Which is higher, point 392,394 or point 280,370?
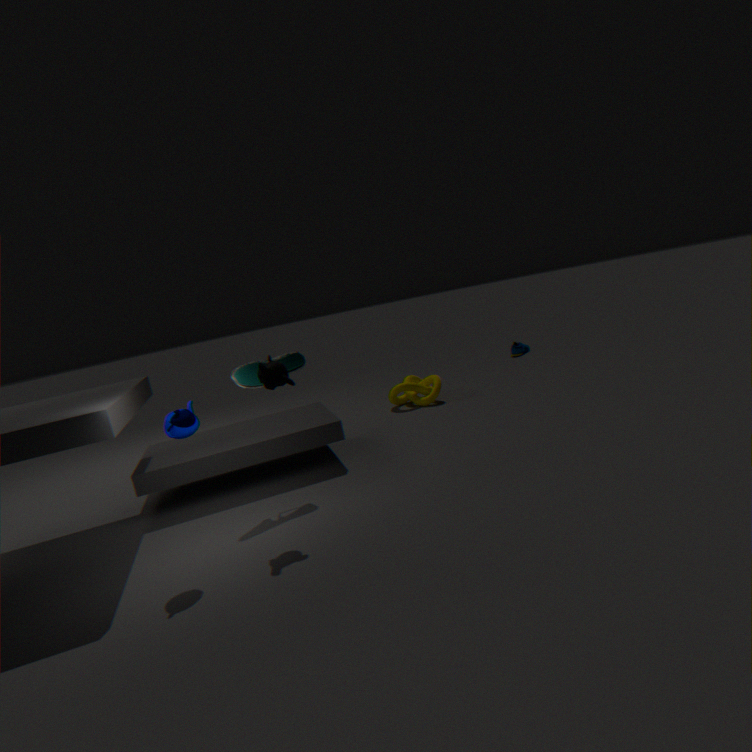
point 280,370
